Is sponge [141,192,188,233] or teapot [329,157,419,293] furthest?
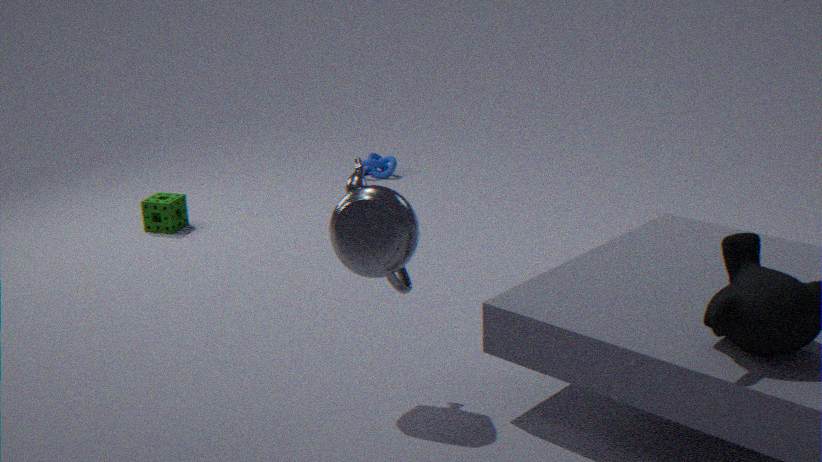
sponge [141,192,188,233]
